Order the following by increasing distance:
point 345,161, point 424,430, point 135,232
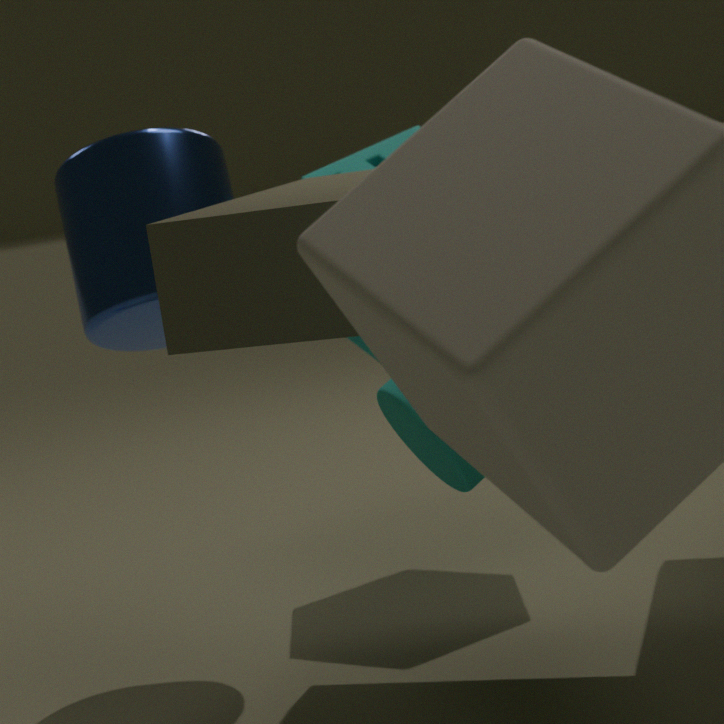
1. point 424,430
2. point 135,232
3. point 345,161
